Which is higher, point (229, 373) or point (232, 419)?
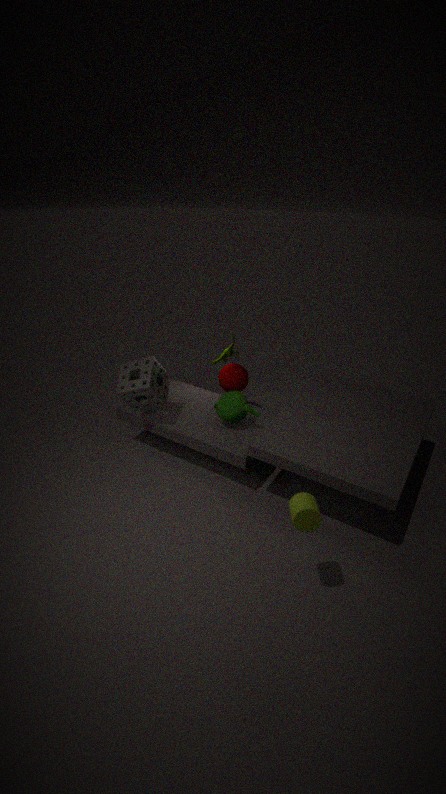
point (232, 419)
